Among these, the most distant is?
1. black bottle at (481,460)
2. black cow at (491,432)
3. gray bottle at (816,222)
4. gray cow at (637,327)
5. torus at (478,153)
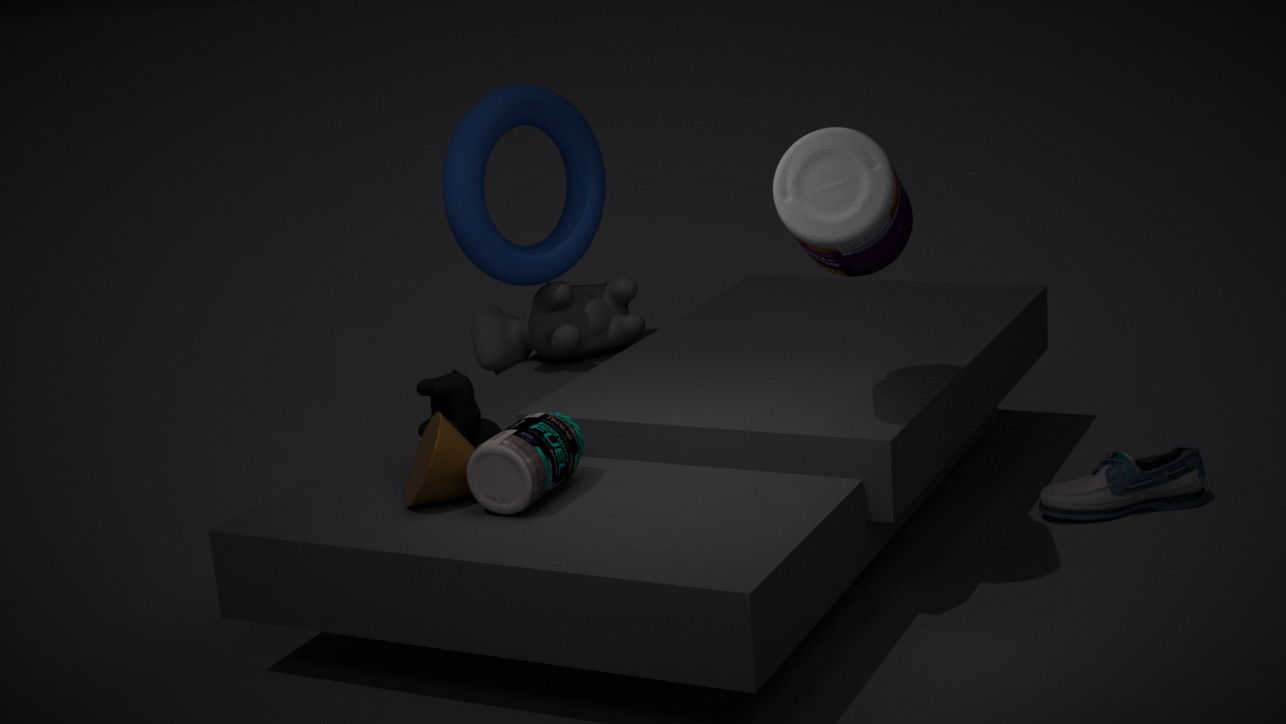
gray cow at (637,327)
